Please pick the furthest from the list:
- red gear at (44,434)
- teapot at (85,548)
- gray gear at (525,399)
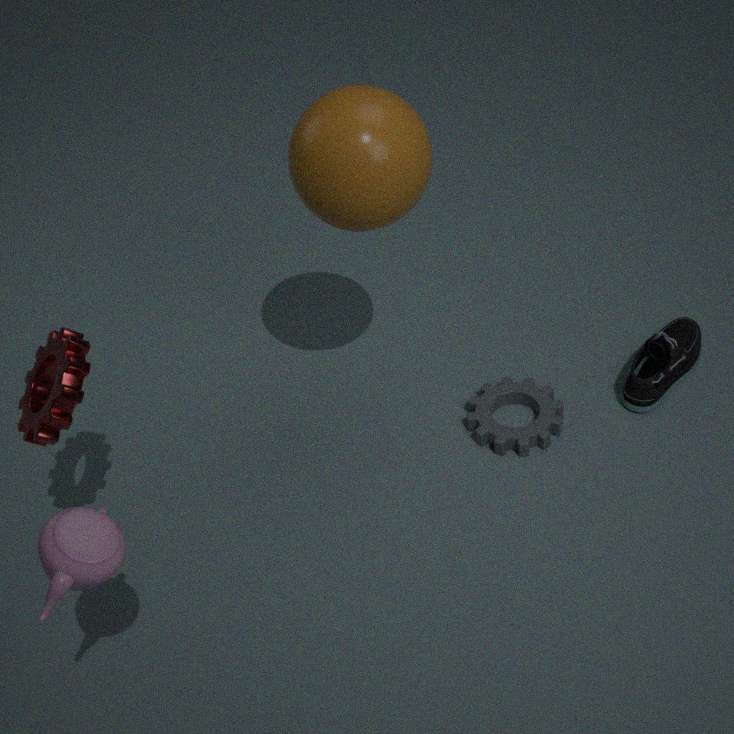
gray gear at (525,399)
